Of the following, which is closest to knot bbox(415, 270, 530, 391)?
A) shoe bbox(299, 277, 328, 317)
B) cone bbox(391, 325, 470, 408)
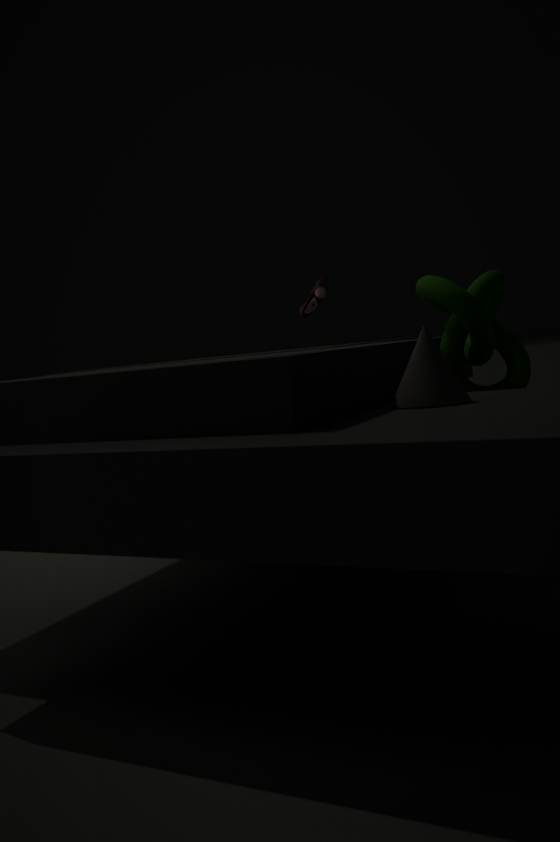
cone bbox(391, 325, 470, 408)
